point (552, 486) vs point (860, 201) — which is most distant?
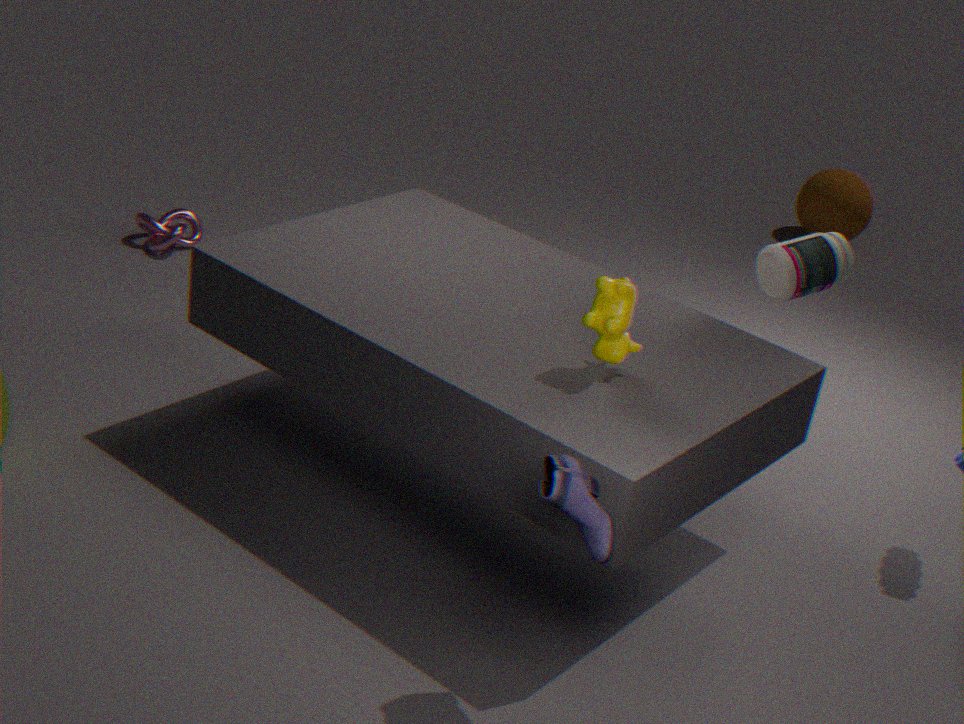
point (860, 201)
